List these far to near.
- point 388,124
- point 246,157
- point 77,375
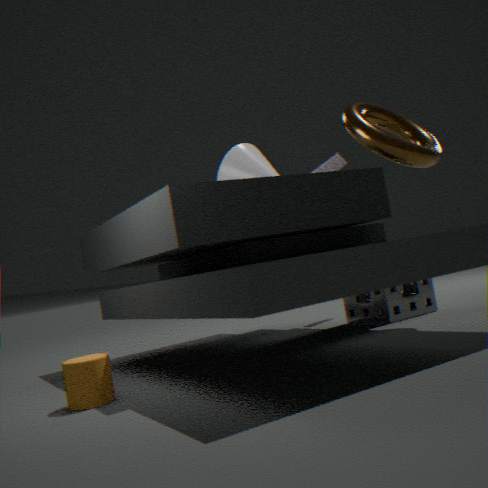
point 246,157
point 388,124
point 77,375
